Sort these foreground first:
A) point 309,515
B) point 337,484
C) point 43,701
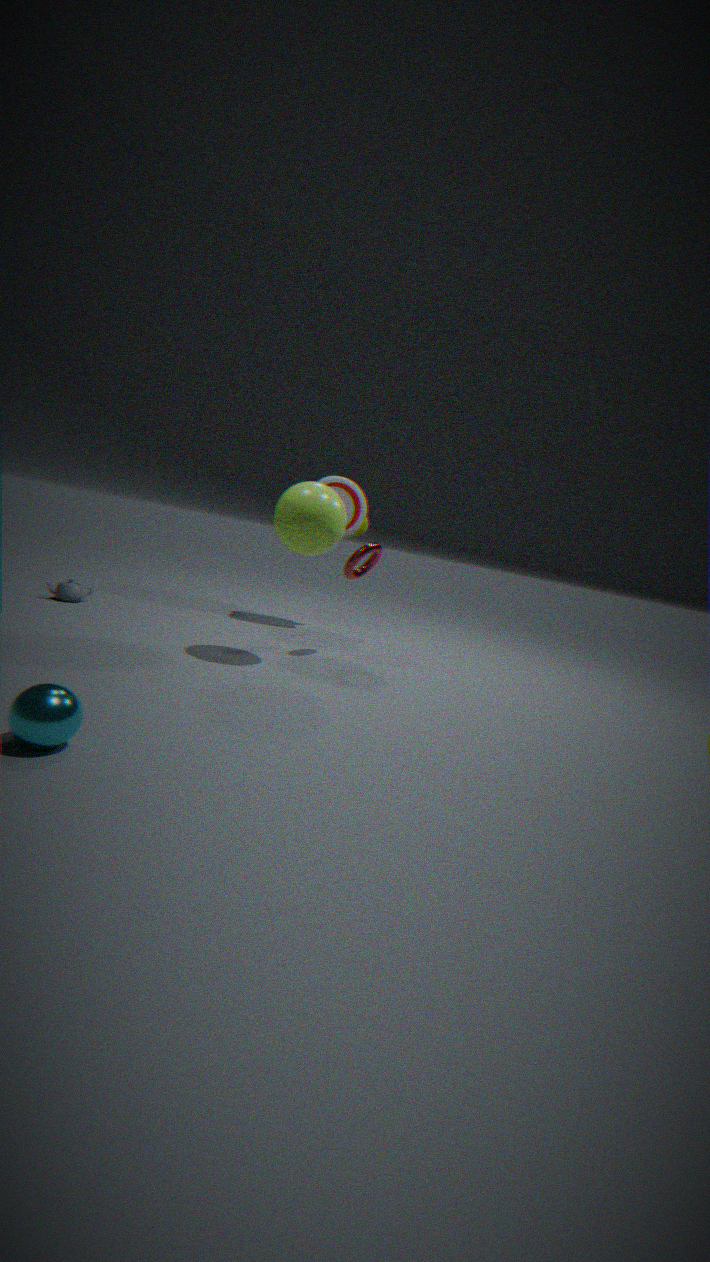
1. point 43,701
2. point 309,515
3. point 337,484
